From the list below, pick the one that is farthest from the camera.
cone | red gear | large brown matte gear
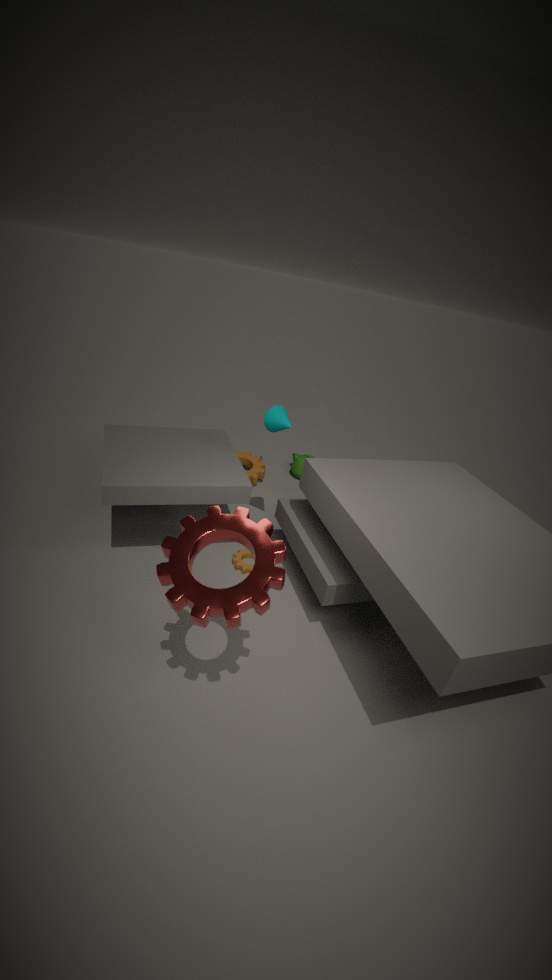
large brown matte gear
